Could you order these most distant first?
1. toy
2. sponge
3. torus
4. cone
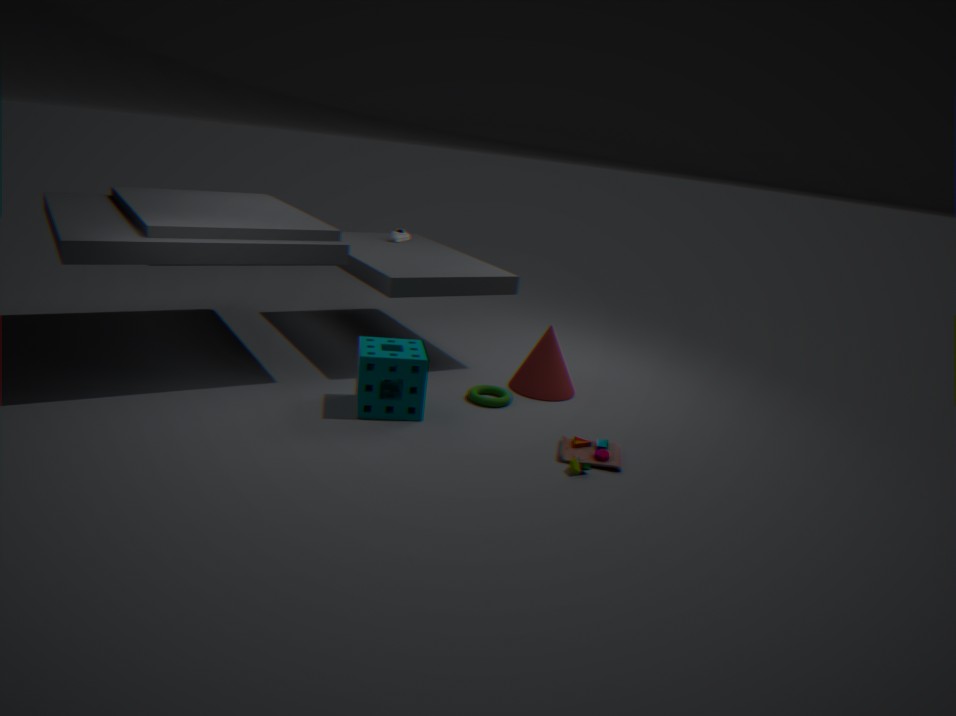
cone < torus < sponge < toy
